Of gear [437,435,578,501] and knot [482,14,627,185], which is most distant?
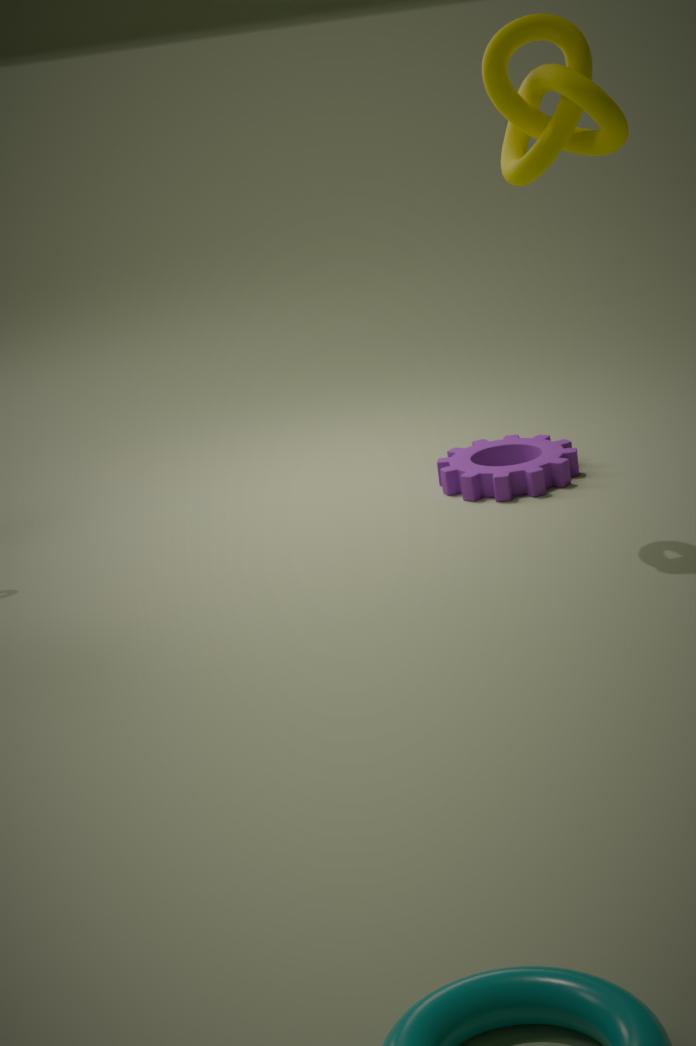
gear [437,435,578,501]
